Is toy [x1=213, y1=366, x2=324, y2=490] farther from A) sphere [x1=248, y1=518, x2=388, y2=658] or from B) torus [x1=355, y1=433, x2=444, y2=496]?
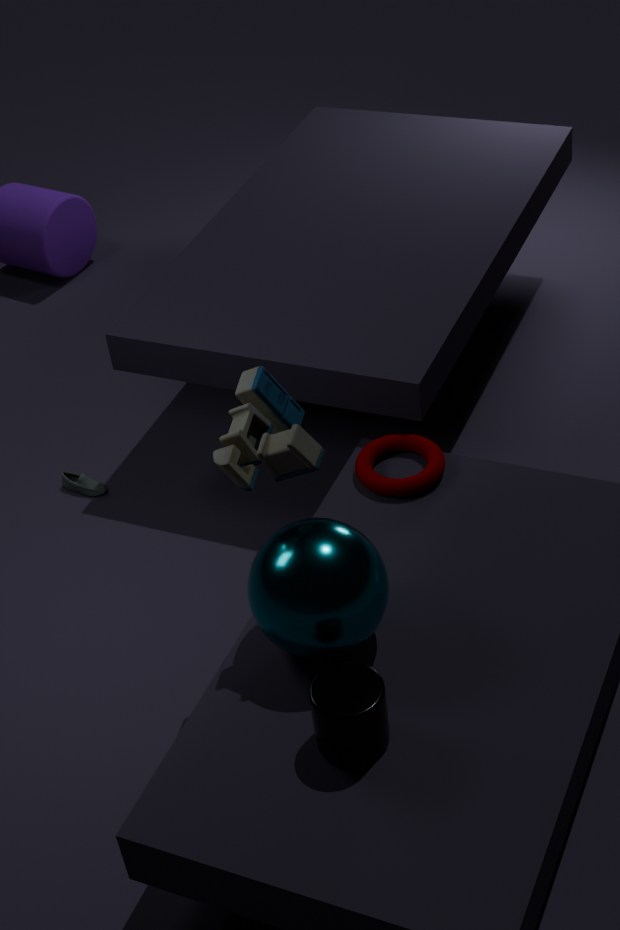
B) torus [x1=355, y1=433, x2=444, y2=496]
